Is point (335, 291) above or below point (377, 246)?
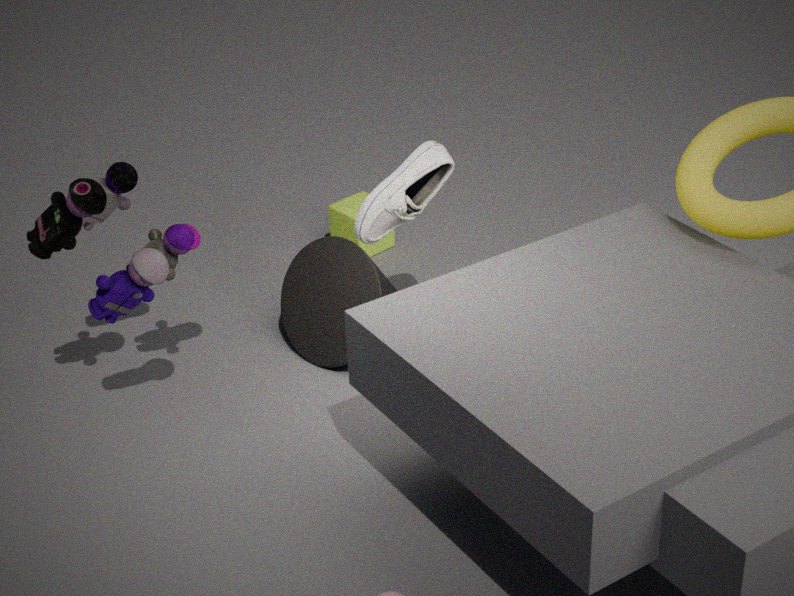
above
